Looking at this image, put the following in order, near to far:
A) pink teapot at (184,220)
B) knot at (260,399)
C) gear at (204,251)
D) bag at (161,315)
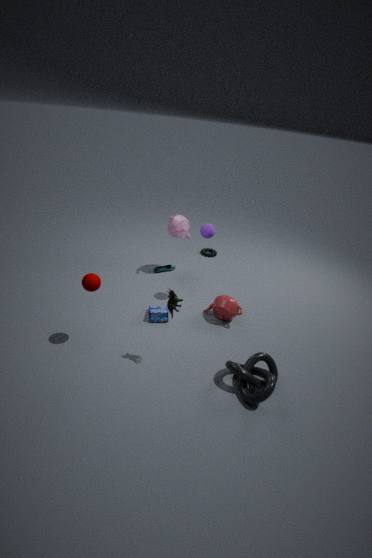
1. knot at (260,399)
2. bag at (161,315)
3. pink teapot at (184,220)
4. gear at (204,251)
